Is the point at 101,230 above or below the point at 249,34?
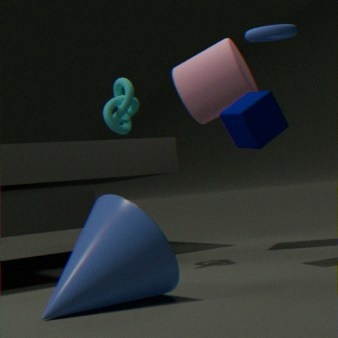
below
